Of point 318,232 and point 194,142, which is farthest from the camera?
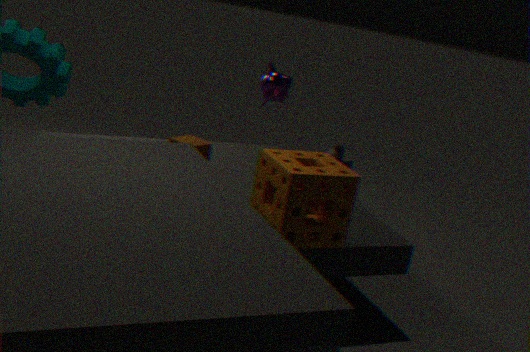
point 194,142
